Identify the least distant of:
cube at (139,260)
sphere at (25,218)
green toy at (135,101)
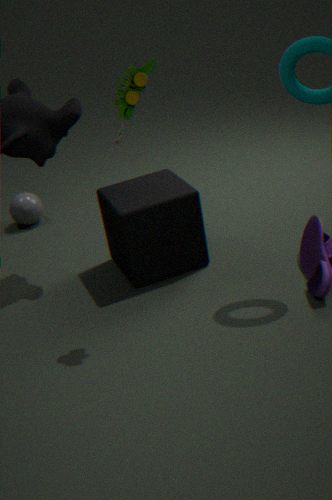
green toy at (135,101)
